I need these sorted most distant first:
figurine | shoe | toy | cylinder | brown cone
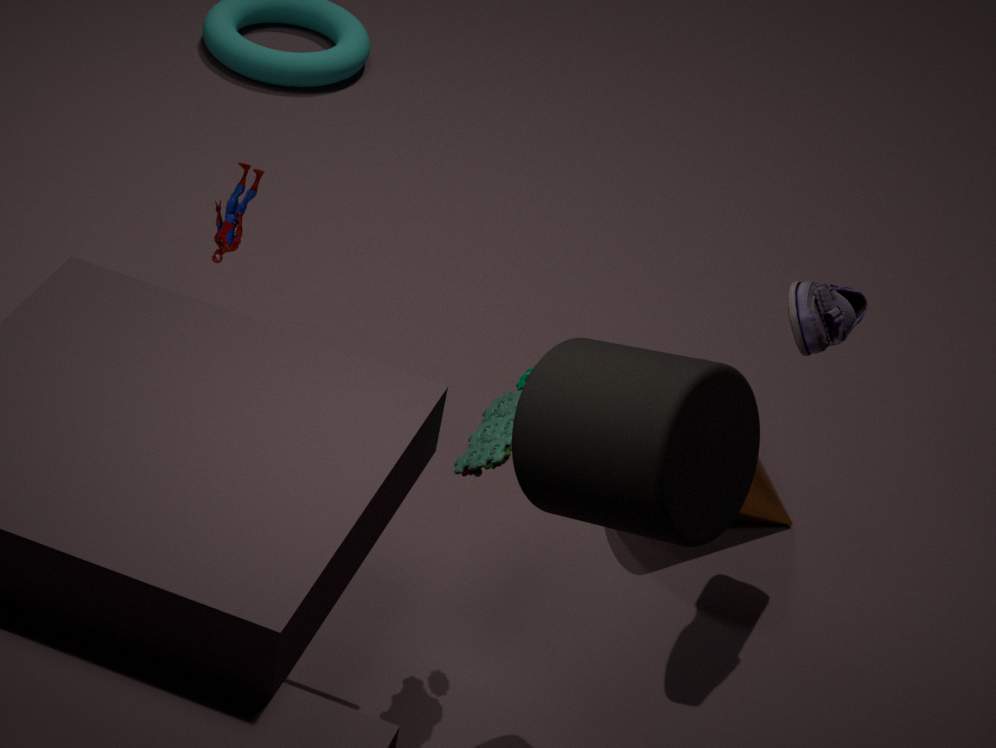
brown cone
figurine
shoe
toy
cylinder
